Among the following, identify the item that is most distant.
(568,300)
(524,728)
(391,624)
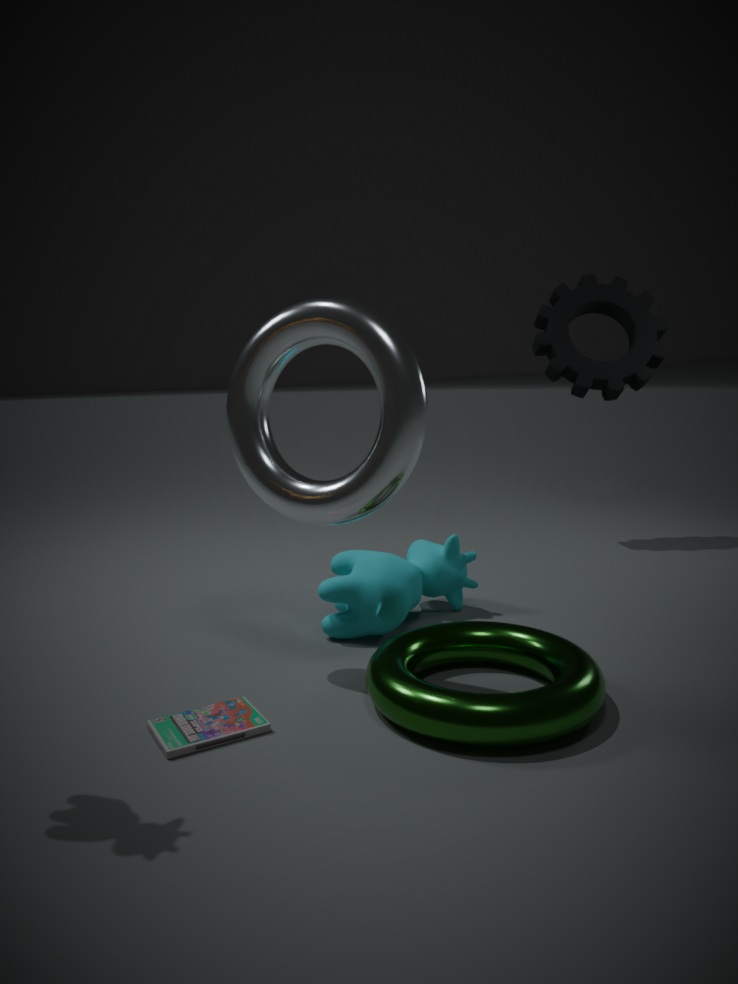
(568,300)
